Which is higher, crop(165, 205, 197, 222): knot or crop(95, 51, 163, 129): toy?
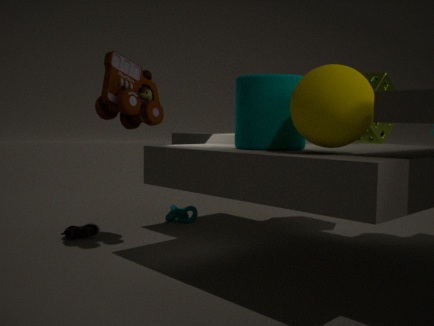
crop(95, 51, 163, 129): toy
